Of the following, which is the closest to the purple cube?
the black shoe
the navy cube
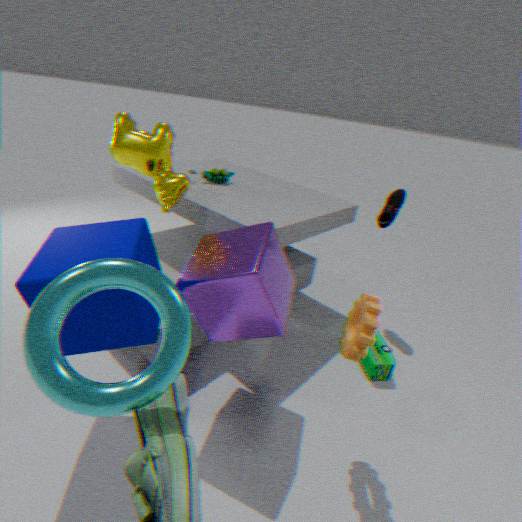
the navy cube
